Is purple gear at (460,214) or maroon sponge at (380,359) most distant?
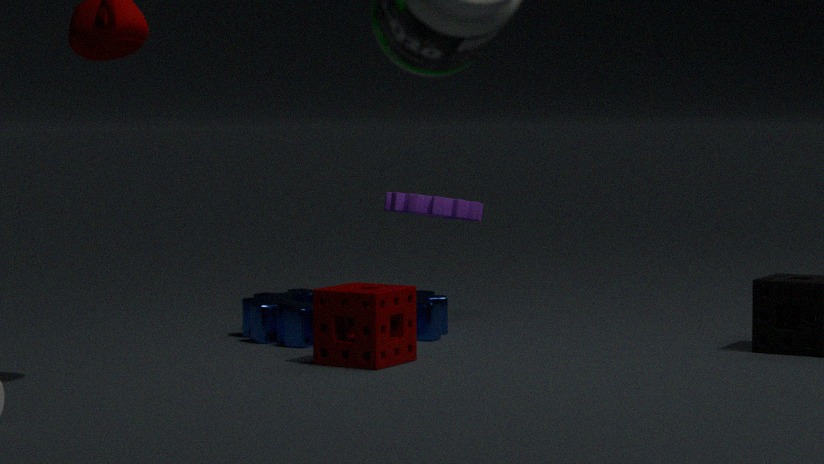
purple gear at (460,214)
